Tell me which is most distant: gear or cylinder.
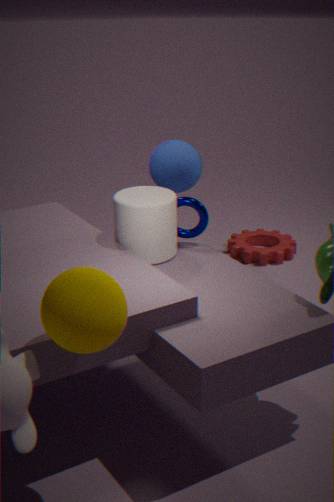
gear
